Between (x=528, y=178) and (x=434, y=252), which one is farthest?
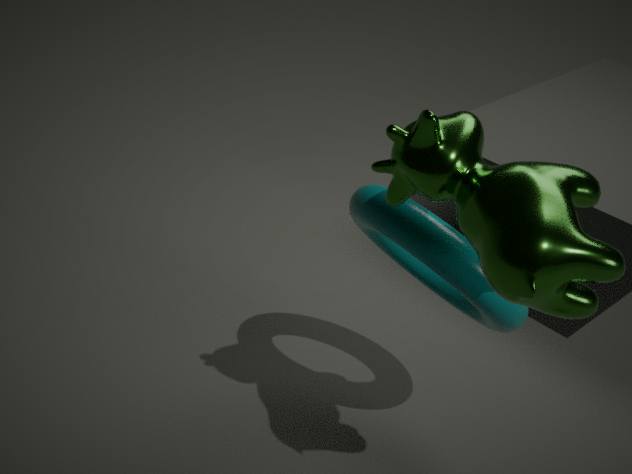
(x=434, y=252)
